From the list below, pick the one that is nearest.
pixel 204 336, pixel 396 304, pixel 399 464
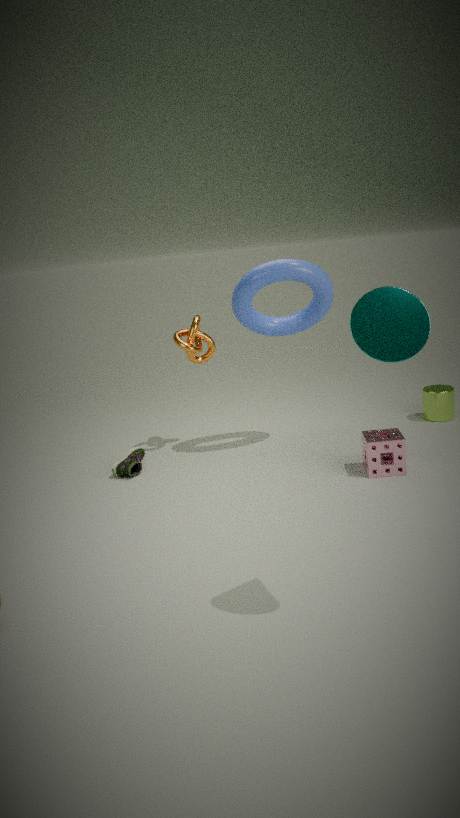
pixel 396 304
